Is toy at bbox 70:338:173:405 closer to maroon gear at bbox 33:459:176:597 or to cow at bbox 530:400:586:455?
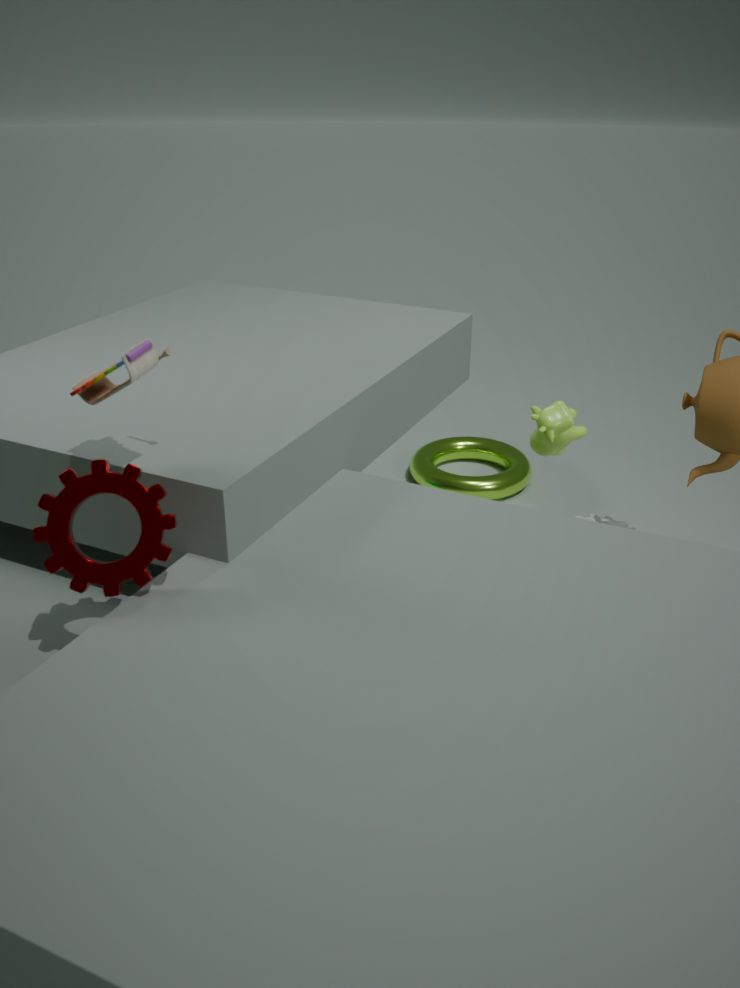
maroon gear at bbox 33:459:176:597
